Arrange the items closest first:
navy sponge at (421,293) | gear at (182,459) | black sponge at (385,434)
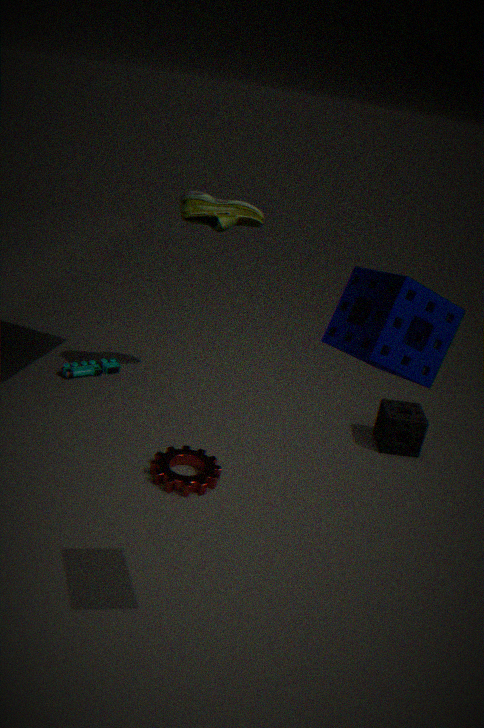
navy sponge at (421,293) → gear at (182,459) → black sponge at (385,434)
